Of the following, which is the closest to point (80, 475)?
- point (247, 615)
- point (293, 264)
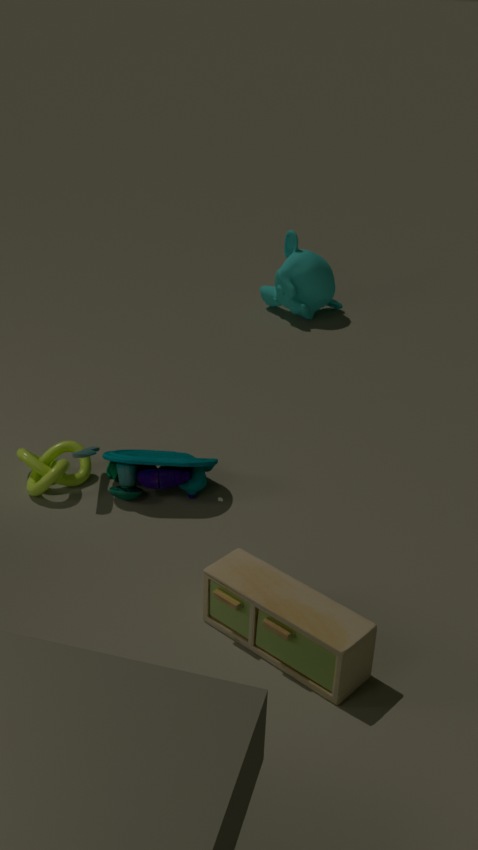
point (247, 615)
